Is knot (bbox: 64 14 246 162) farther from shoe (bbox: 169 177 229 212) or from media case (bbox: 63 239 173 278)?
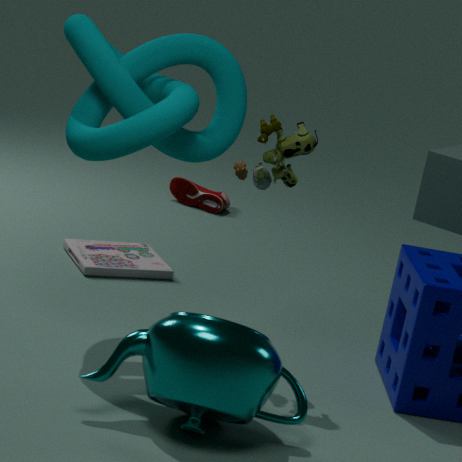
shoe (bbox: 169 177 229 212)
